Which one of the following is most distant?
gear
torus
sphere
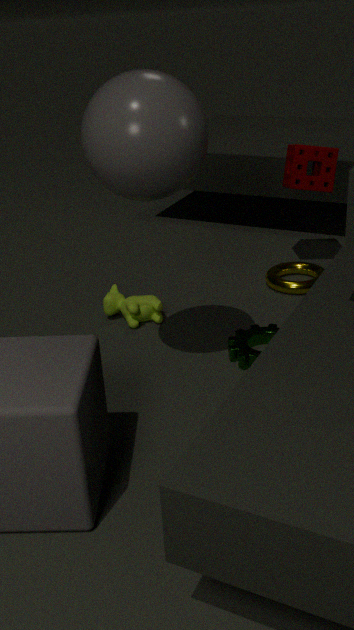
torus
